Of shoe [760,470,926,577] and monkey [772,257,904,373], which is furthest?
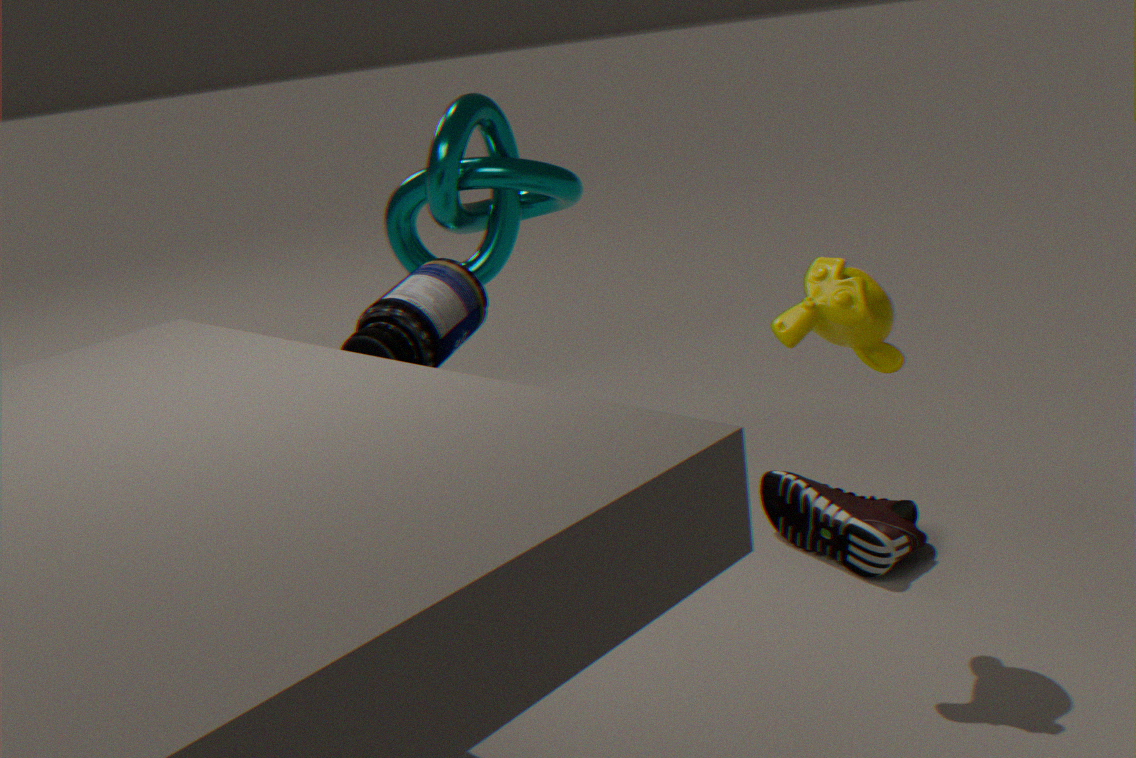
shoe [760,470,926,577]
